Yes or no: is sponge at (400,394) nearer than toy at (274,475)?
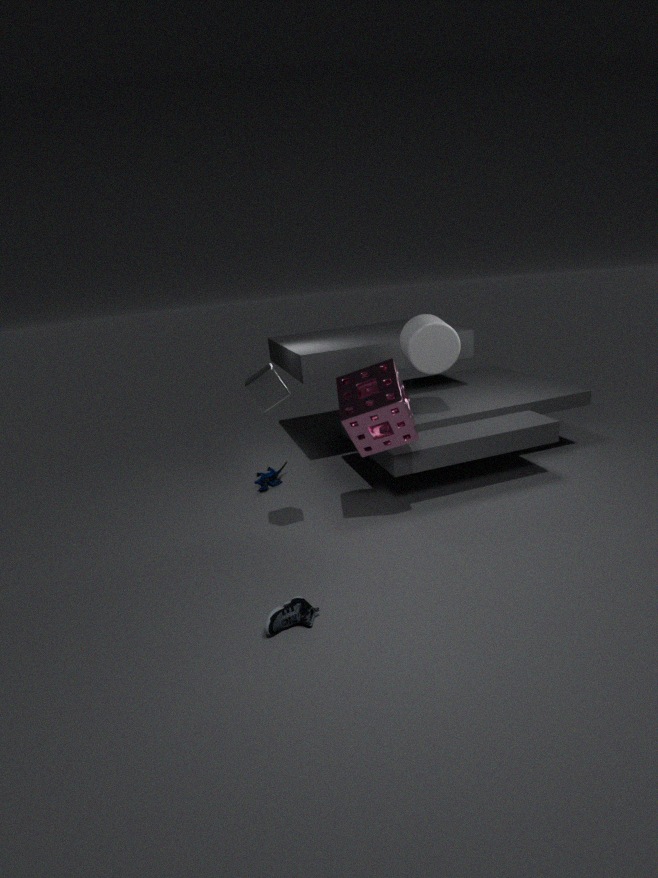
Yes
